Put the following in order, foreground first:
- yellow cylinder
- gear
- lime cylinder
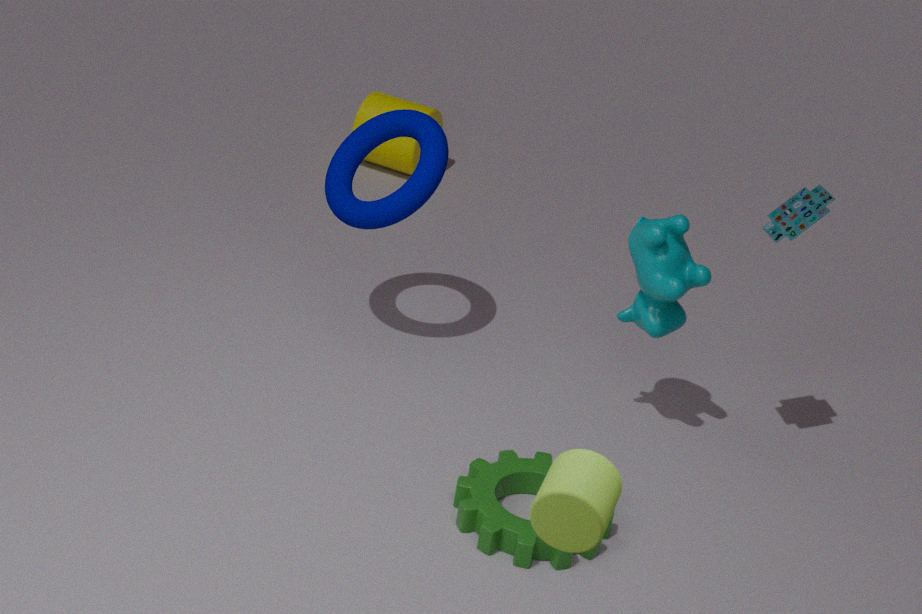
lime cylinder
gear
yellow cylinder
